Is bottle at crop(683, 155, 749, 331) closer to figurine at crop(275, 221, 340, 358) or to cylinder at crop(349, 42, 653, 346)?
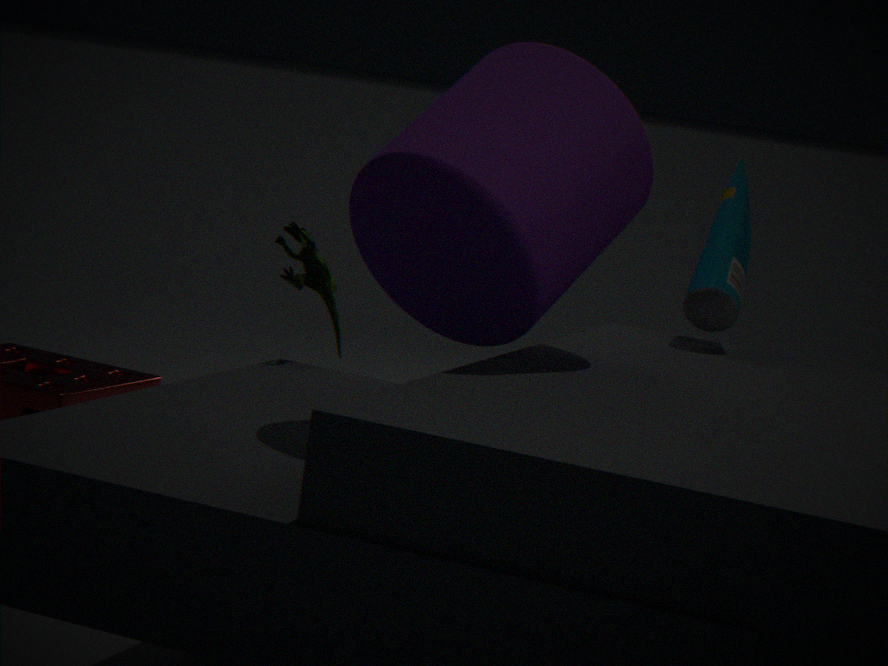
cylinder at crop(349, 42, 653, 346)
